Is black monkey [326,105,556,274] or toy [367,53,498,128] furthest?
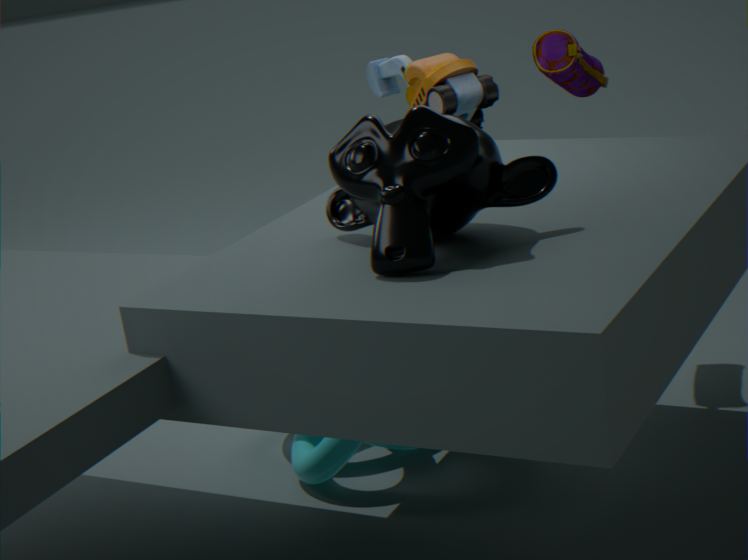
toy [367,53,498,128]
